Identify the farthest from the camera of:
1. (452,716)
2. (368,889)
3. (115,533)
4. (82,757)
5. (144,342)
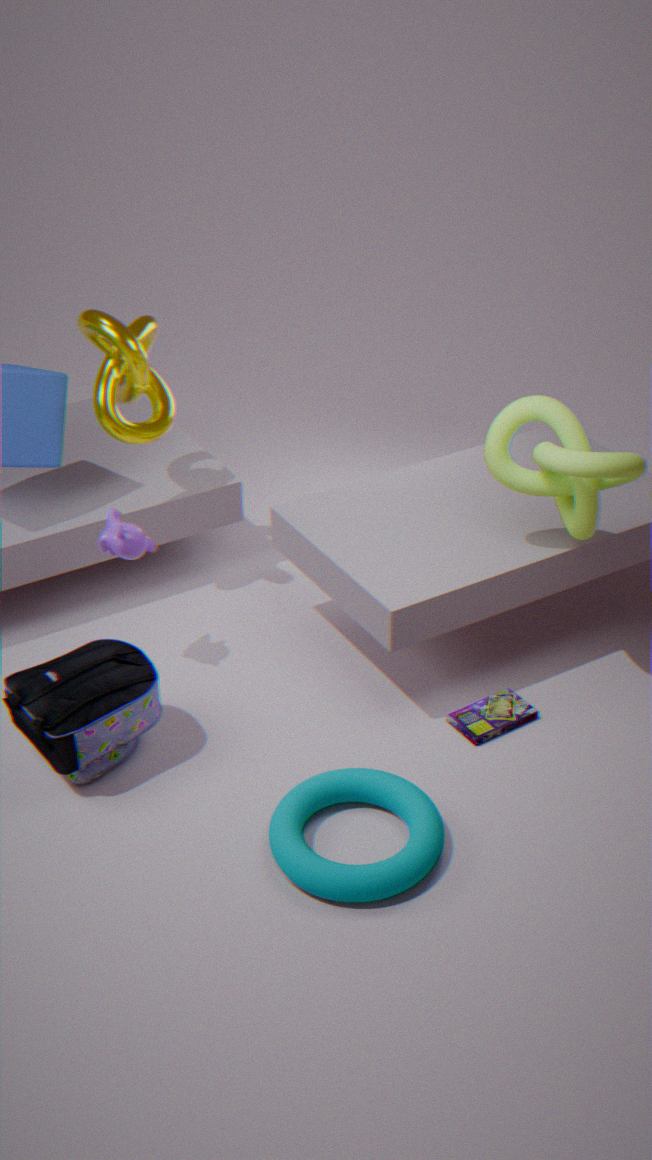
(144,342)
